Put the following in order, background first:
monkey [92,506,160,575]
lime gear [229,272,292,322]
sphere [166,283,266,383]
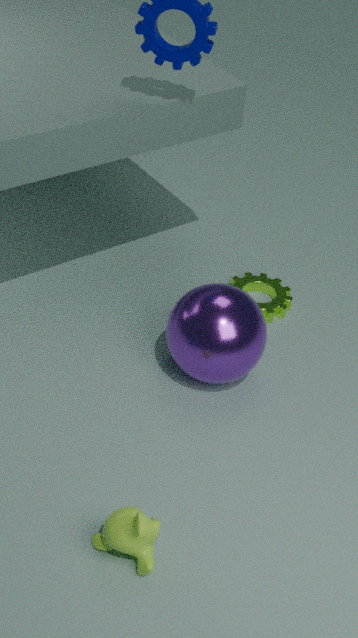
lime gear [229,272,292,322] < sphere [166,283,266,383] < monkey [92,506,160,575]
